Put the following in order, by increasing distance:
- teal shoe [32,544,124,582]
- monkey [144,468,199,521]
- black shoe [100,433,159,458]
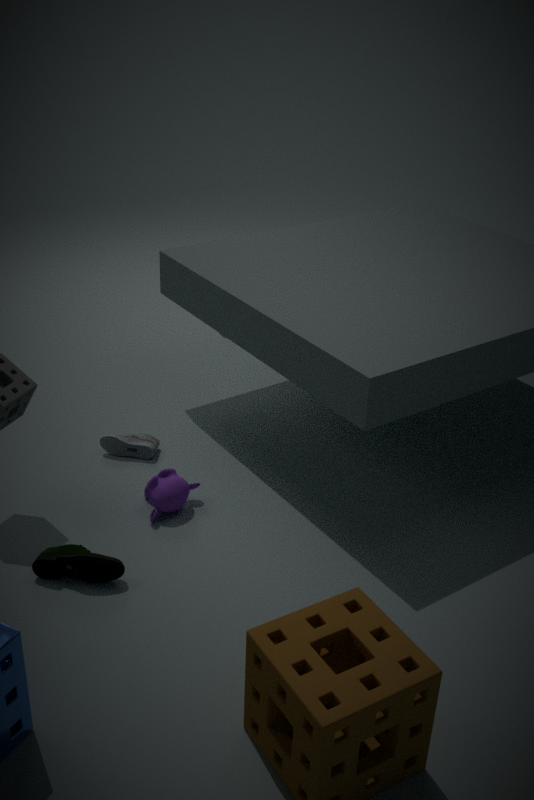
teal shoe [32,544,124,582] → monkey [144,468,199,521] → black shoe [100,433,159,458]
